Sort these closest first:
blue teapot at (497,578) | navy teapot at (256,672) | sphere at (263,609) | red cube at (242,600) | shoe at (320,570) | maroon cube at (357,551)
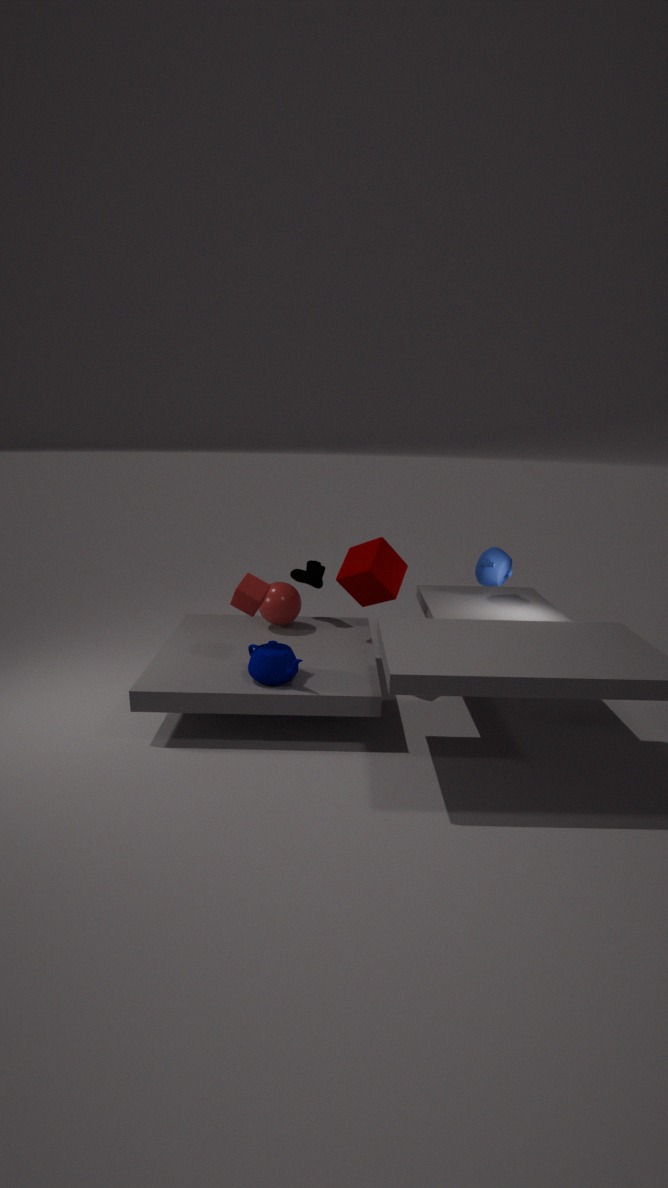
navy teapot at (256,672) < red cube at (242,600) < maroon cube at (357,551) < blue teapot at (497,578) < sphere at (263,609) < shoe at (320,570)
